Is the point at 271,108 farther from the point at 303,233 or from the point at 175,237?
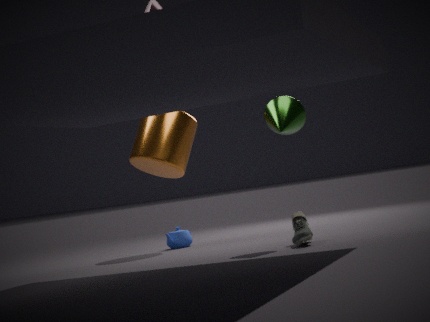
the point at 175,237
